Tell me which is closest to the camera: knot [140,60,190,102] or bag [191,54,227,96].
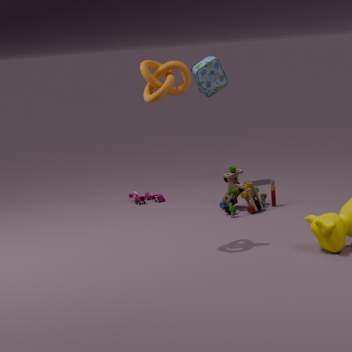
knot [140,60,190,102]
